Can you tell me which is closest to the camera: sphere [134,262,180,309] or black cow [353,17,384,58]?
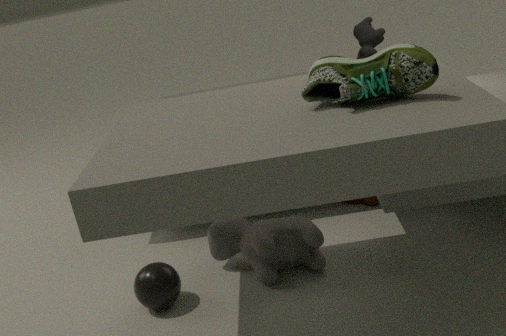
sphere [134,262,180,309]
